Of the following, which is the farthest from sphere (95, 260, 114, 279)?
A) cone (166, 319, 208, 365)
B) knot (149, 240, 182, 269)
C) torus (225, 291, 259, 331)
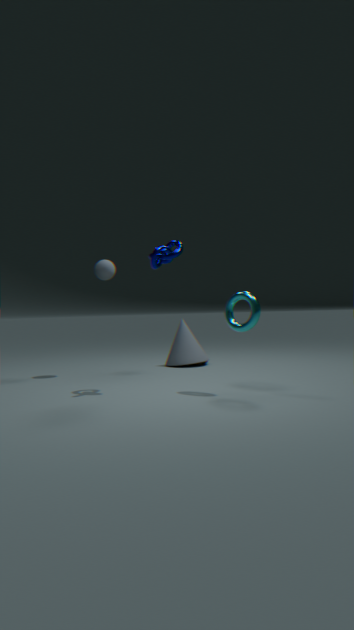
torus (225, 291, 259, 331)
